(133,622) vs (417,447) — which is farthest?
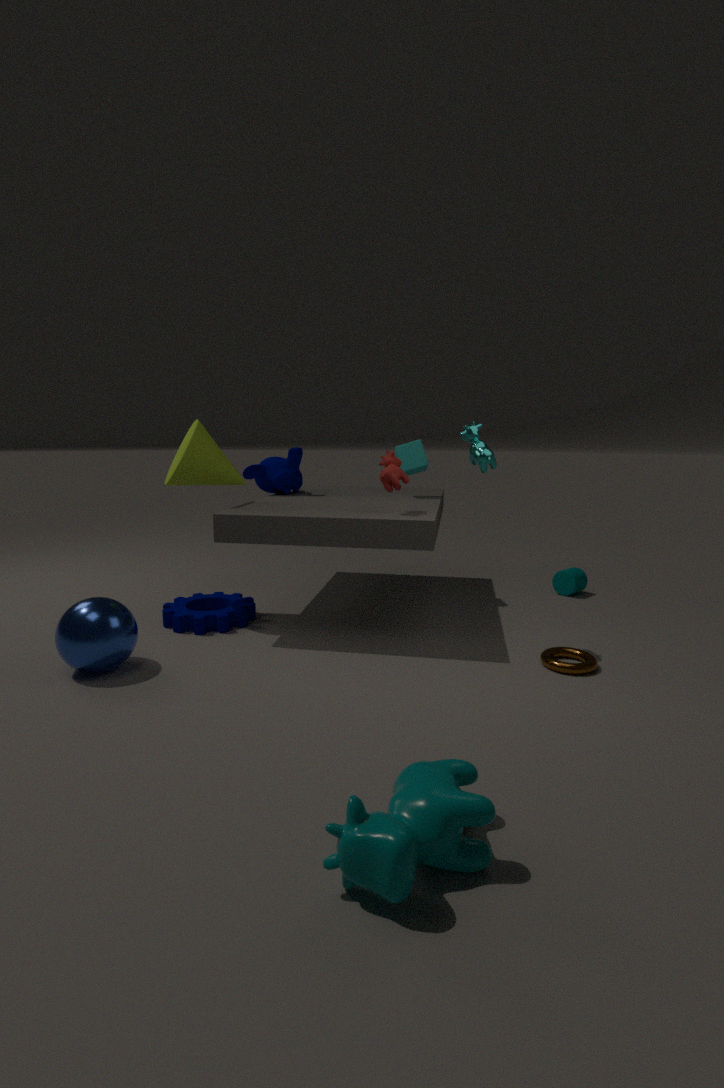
(417,447)
